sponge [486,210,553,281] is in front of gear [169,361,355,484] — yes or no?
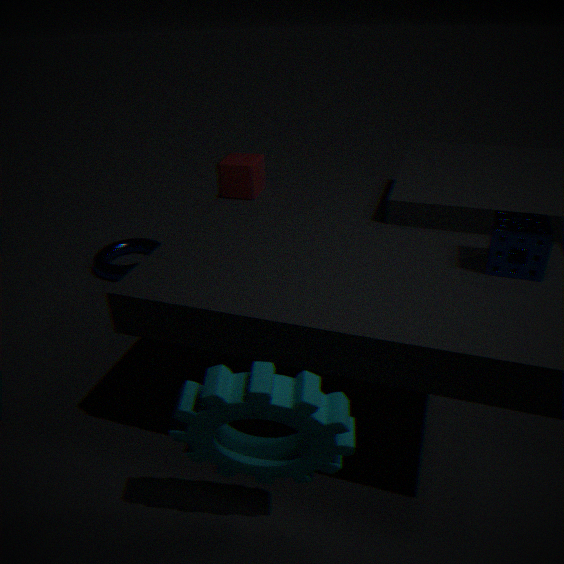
No
